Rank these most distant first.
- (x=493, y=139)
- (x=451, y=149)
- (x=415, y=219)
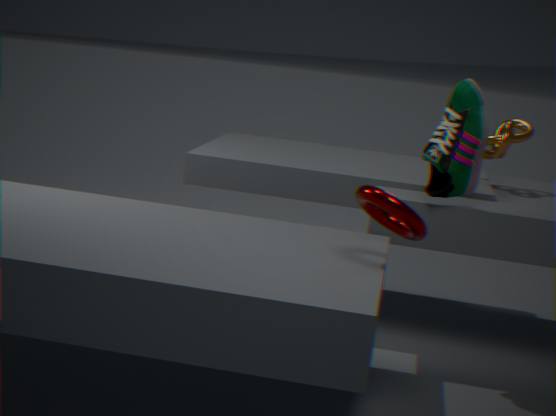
1. (x=493, y=139)
2. (x=451, y=149)
3. (x=415, y=219)
